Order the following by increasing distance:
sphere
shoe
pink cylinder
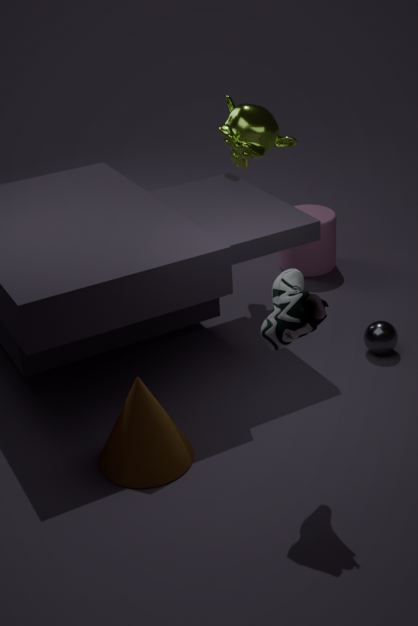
shoe
sphere
pink cylinder
